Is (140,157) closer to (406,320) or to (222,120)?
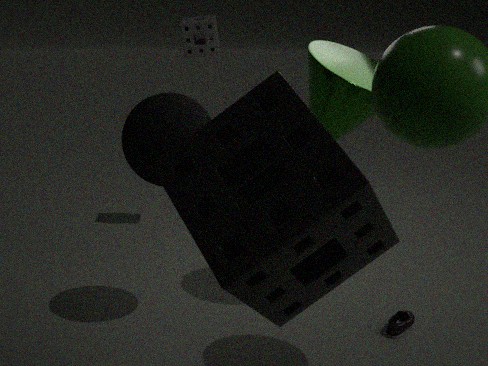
(222,120)
